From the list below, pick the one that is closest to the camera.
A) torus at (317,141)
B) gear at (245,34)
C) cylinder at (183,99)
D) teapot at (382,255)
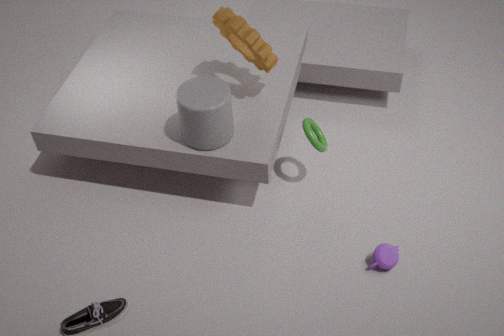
cylinder at (183,99)
